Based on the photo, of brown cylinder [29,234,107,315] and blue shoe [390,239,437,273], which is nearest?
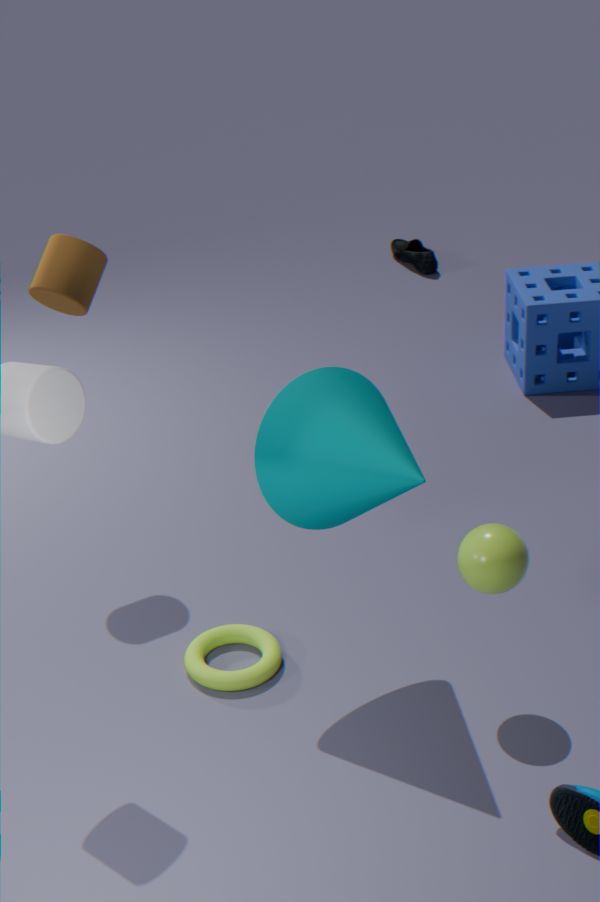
brown cylinder [29,234,107,315]
